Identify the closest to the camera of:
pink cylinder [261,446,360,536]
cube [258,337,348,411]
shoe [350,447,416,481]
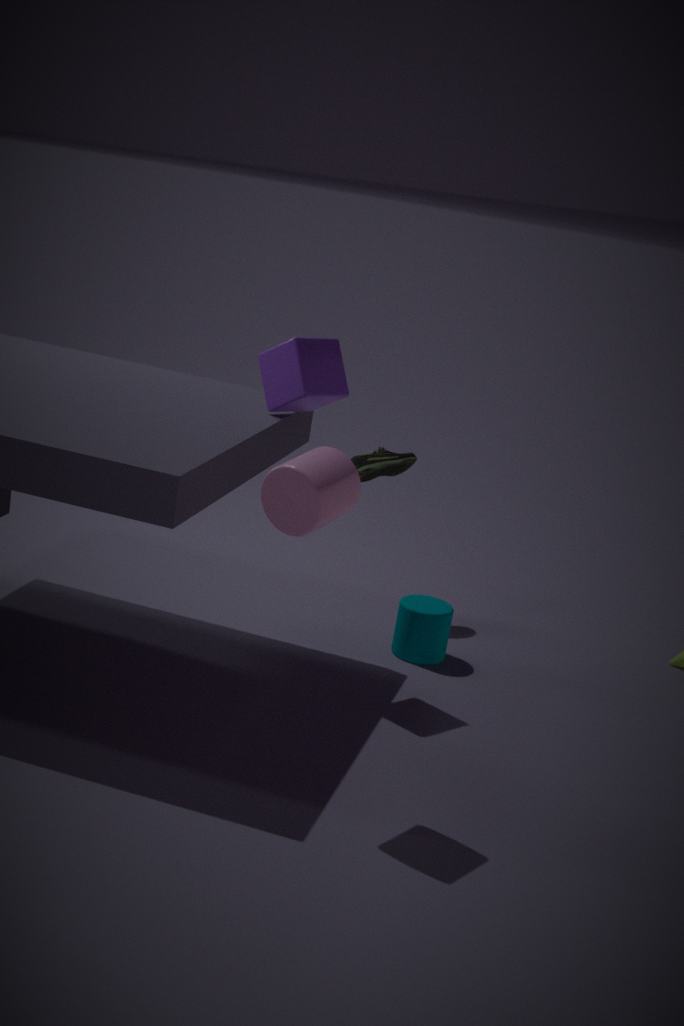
pink cylinder [261,446,360,536]
